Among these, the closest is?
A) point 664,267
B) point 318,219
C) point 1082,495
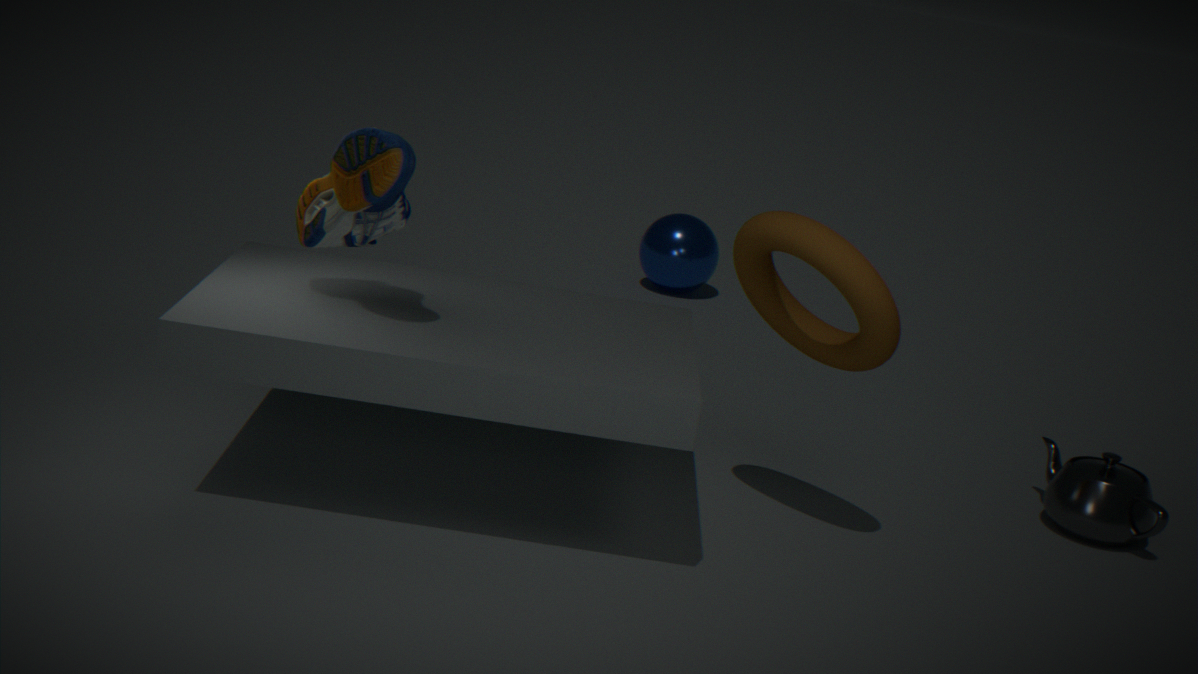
point 318,219
